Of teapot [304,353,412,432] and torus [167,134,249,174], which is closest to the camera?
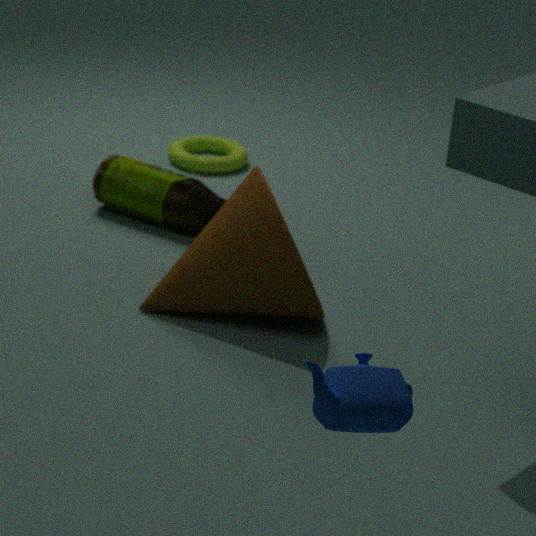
teapot [304,353,412,432]
